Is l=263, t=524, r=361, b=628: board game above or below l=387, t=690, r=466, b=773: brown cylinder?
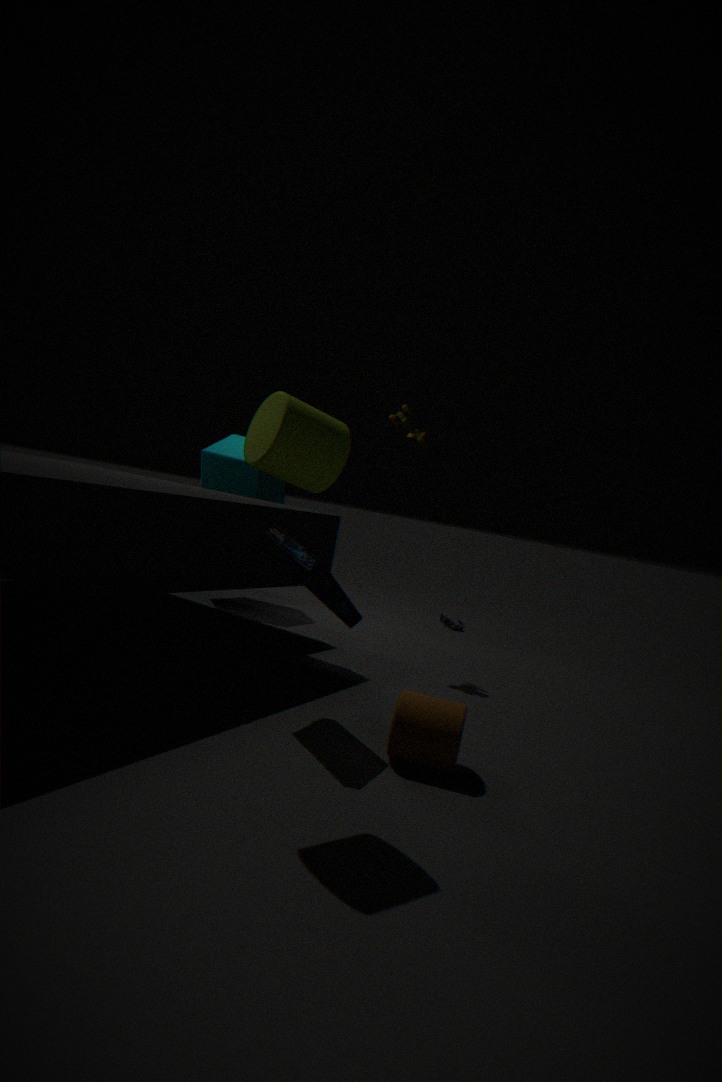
above
